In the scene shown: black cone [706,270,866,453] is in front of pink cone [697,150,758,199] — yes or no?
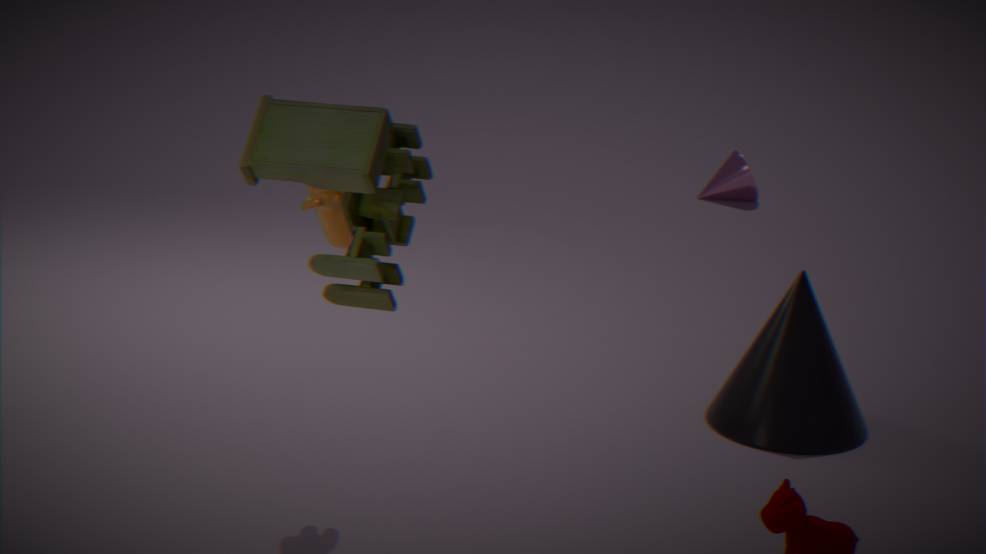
Yes
